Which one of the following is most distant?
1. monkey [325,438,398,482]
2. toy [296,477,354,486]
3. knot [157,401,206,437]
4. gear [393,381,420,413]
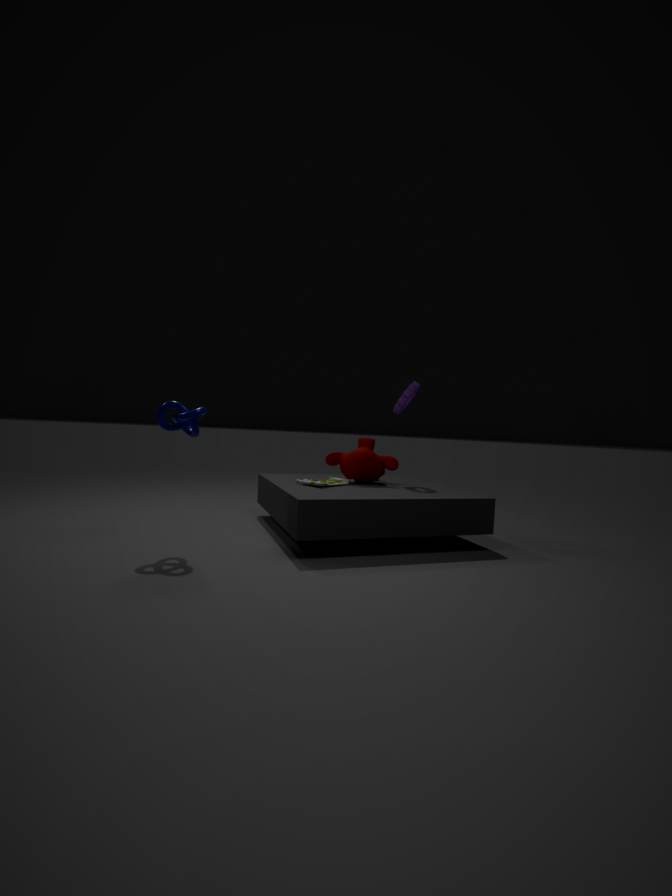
gear [393,381,420,413]
